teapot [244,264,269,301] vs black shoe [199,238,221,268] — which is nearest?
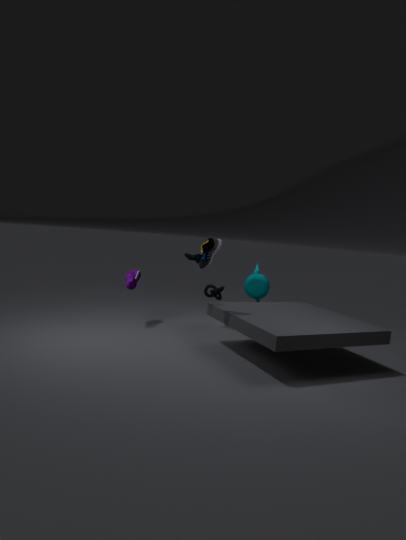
black shoe [199,238,221,268]
